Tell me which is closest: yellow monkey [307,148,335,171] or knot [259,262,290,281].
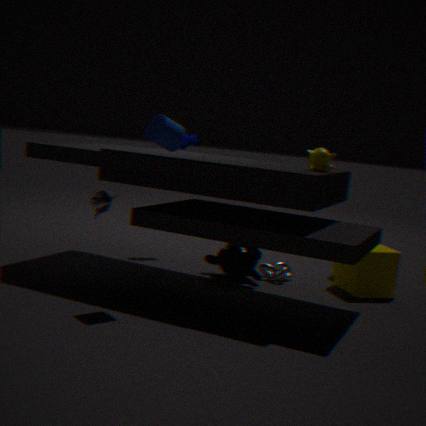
yellow monkey [307,148,335,171]
